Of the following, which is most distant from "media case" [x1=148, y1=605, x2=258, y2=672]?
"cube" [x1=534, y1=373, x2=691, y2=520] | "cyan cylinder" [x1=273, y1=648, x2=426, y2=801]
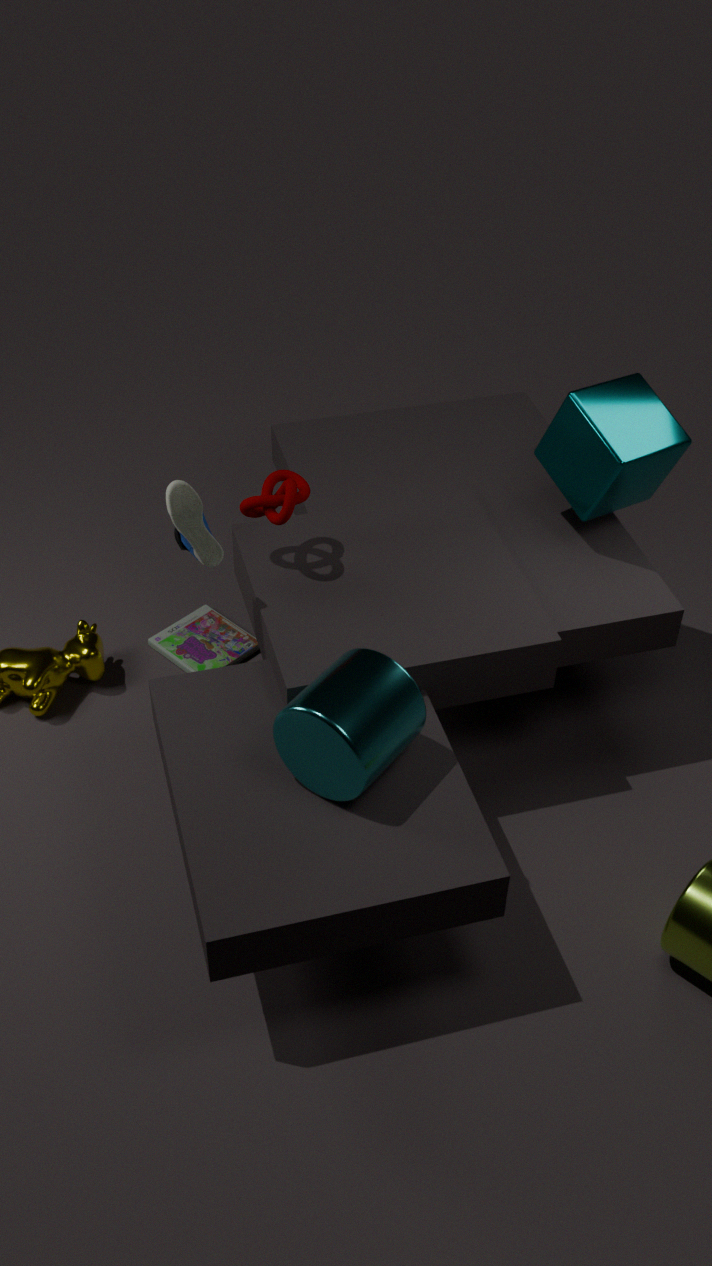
"cube" [x1=534, y1=373, x2=691, y2=520]
